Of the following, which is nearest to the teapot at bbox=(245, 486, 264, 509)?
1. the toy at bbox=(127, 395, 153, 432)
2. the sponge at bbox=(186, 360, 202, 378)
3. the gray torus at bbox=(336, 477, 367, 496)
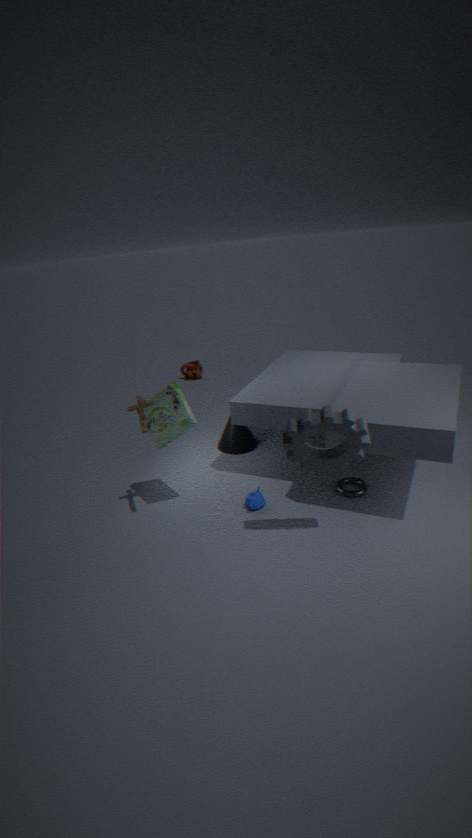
the gray torus at bbox=(336, 477, 367, 496)
